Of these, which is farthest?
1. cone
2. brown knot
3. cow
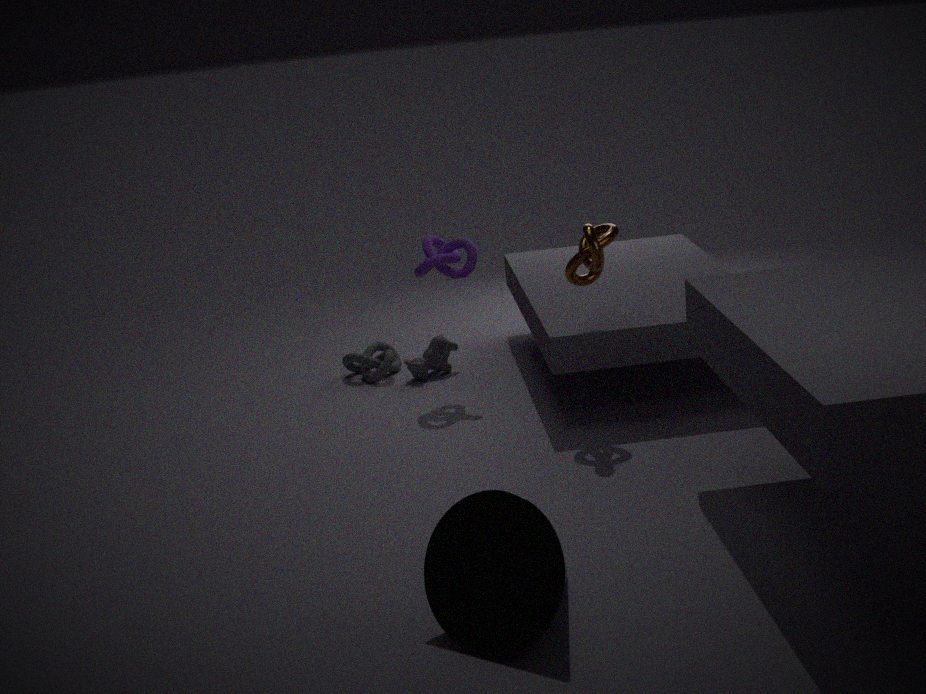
cow
